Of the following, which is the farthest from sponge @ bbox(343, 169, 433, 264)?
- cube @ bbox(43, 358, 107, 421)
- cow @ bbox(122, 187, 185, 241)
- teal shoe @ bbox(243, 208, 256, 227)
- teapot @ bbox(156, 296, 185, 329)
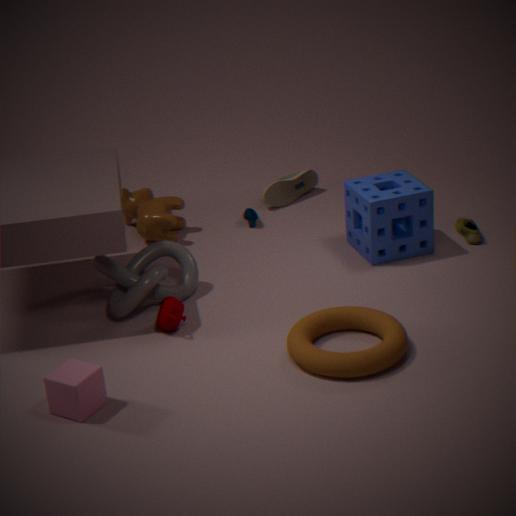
cube @ bbox(43, 358, 107, 421)
